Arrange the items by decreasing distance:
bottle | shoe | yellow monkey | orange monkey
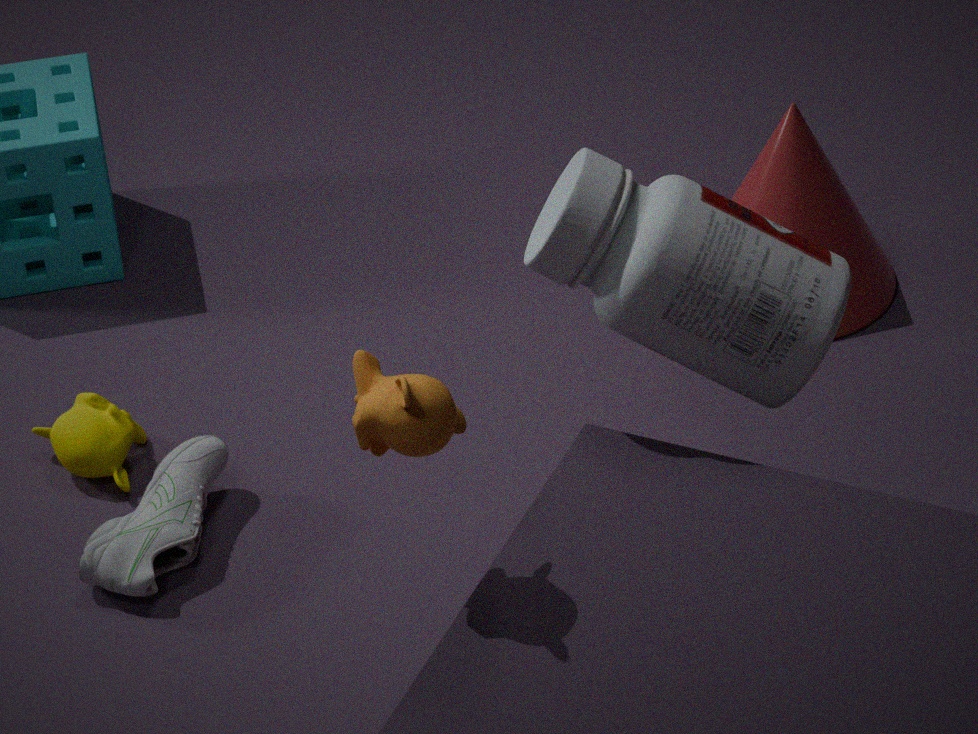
yellow monkey → shoe → bottle → orange monkey
